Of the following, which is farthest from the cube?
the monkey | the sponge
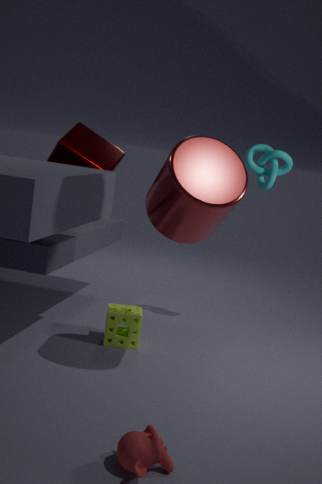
the monkey
